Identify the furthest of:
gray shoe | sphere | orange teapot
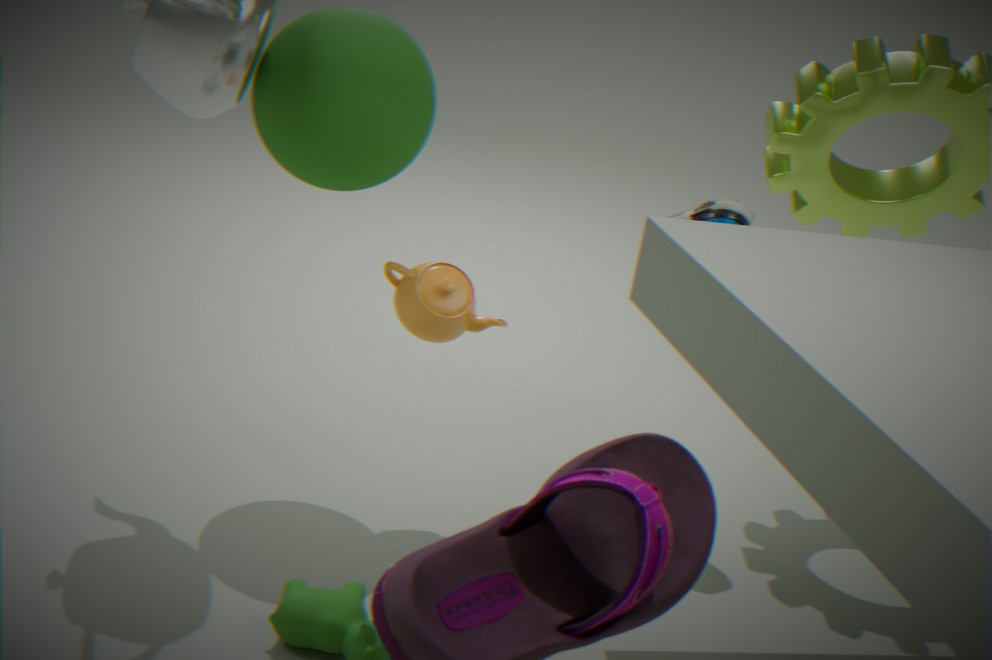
gray shoe
